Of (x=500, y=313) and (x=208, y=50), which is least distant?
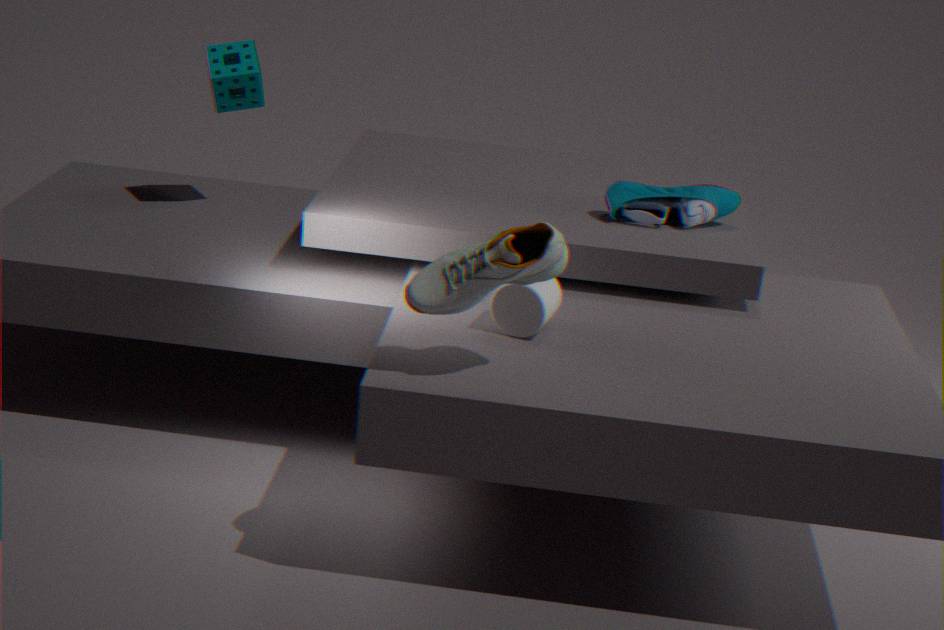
(x=500, y=313)
